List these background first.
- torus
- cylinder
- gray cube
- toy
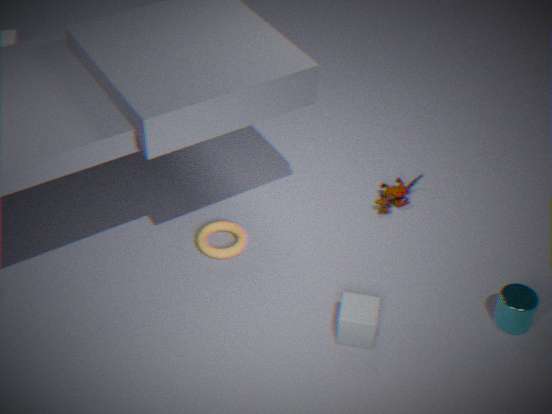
toy
torus
cylinder
gray cube
